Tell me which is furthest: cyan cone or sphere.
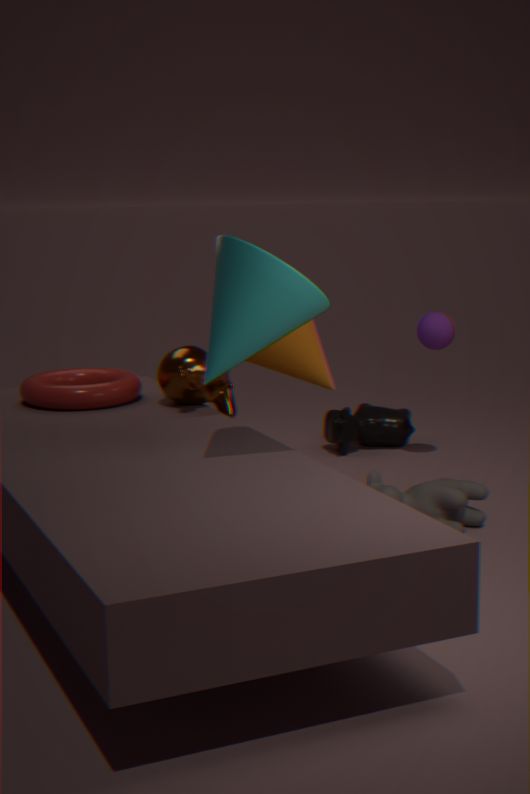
sphere
